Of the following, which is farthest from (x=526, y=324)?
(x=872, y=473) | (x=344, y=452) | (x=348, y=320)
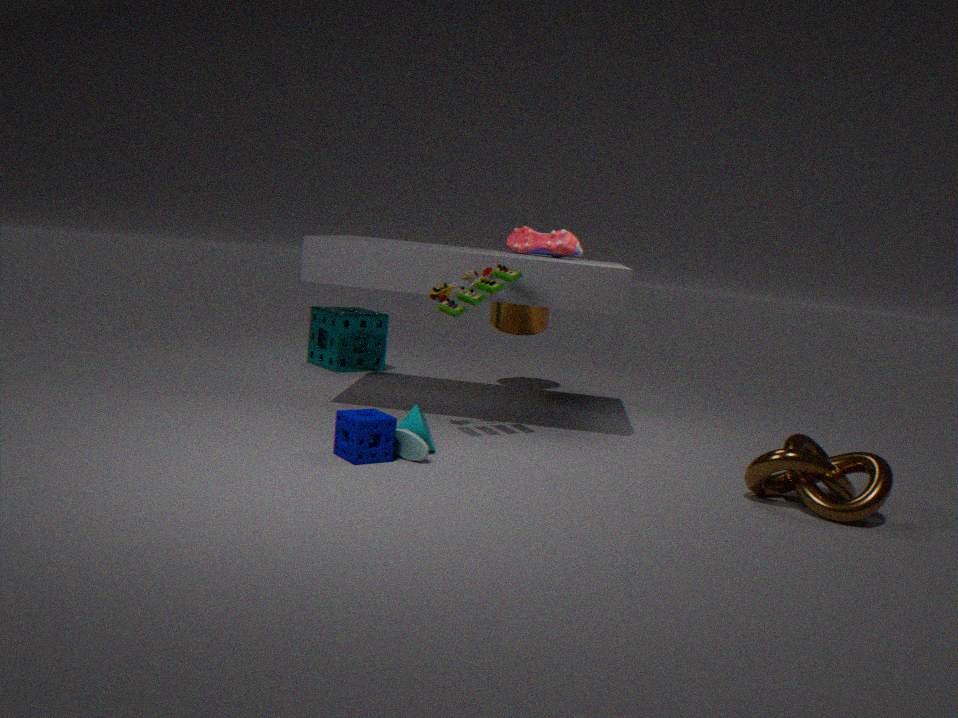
(x=872, y=473)
